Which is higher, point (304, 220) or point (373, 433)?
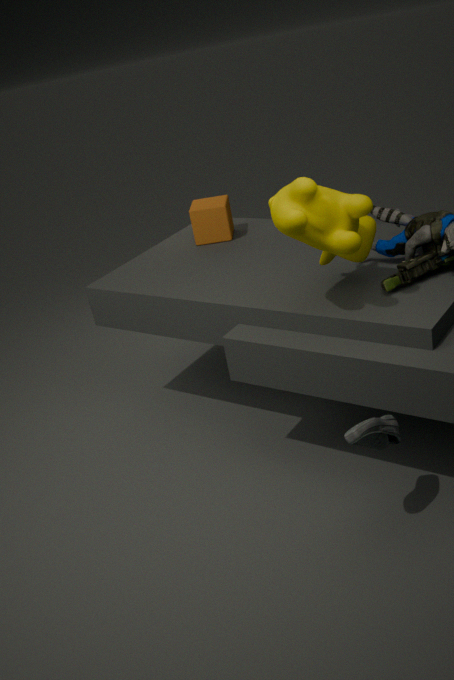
point (304, 220)
